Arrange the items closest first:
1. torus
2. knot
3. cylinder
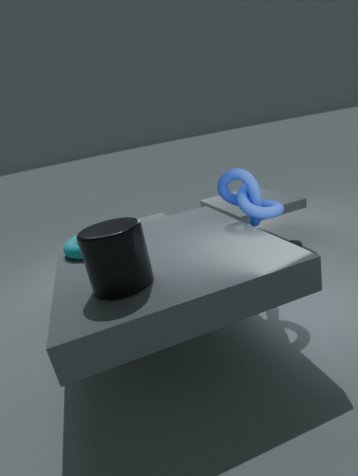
1. cylinder
2. knot
3. torus
